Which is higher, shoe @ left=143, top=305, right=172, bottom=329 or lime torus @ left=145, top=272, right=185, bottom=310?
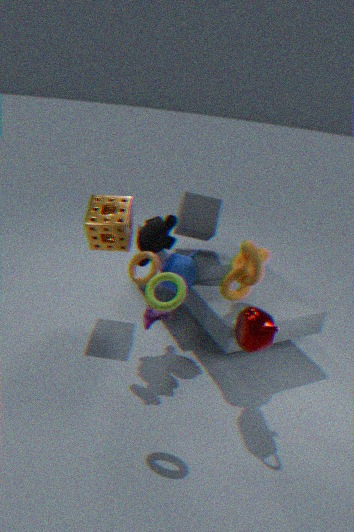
lime torus @ left=145, top=272, right=185, bottom=310
